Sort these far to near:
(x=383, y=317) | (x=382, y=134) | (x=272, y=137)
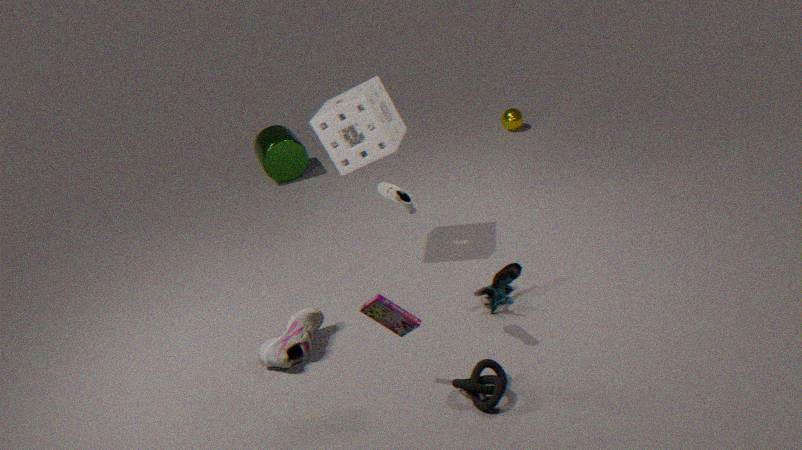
(x=272, y=137), (x=382, y=134), (x=383, y=317)
